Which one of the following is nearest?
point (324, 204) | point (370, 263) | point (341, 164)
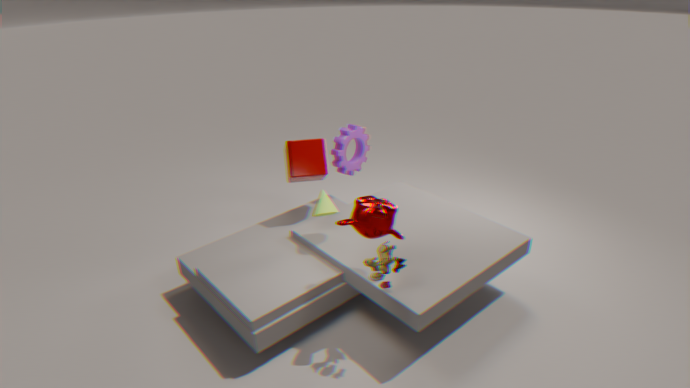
point (370, 263)
